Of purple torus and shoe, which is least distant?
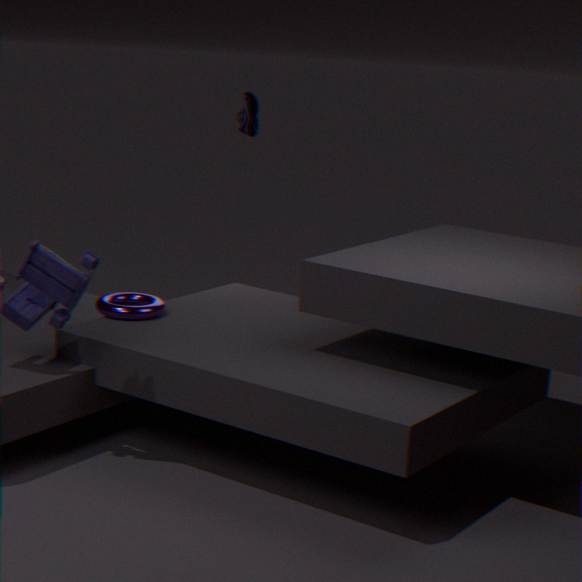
purple torus
